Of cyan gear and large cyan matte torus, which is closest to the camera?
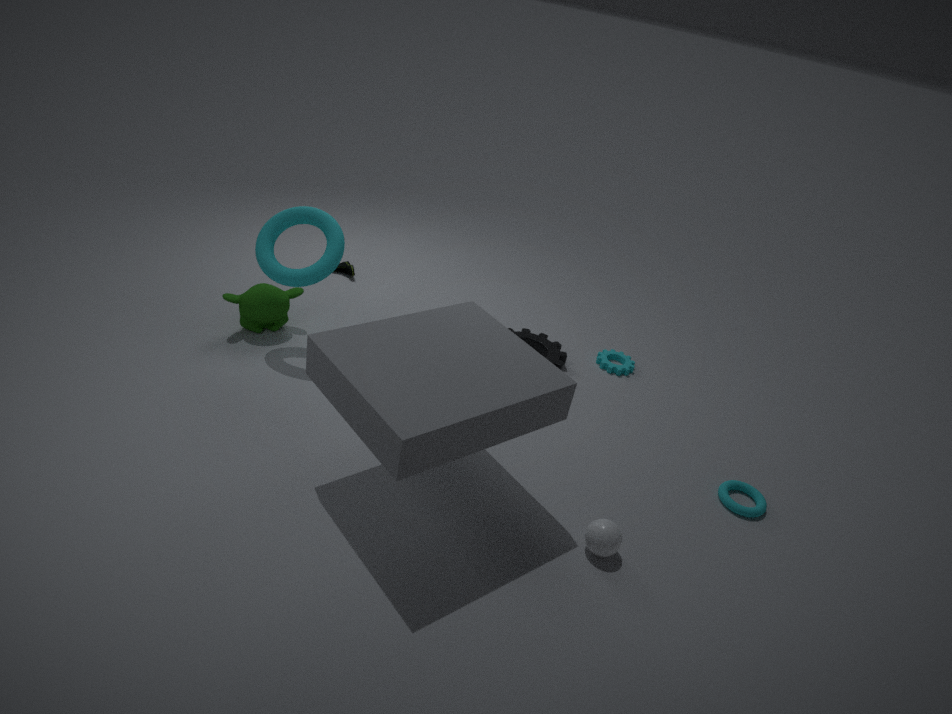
large cyan matte torus
